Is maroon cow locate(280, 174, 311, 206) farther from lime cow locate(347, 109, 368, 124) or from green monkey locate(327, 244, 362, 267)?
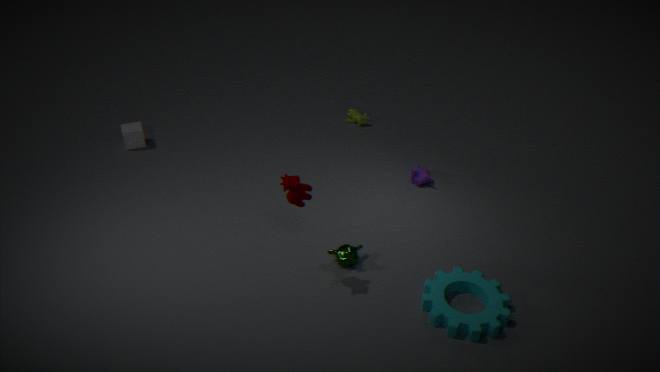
lime cow locate(347, 109, 368, 124)
